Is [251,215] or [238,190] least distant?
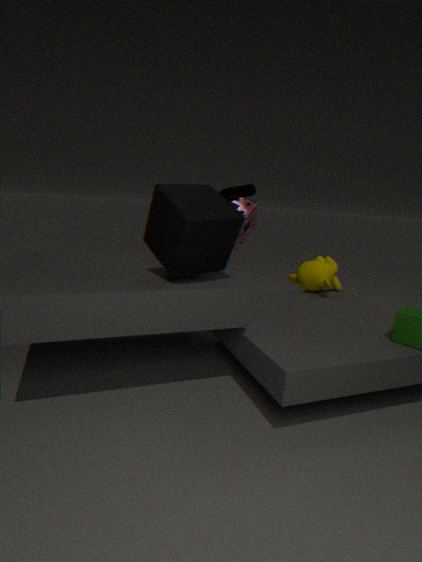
[238,190]
